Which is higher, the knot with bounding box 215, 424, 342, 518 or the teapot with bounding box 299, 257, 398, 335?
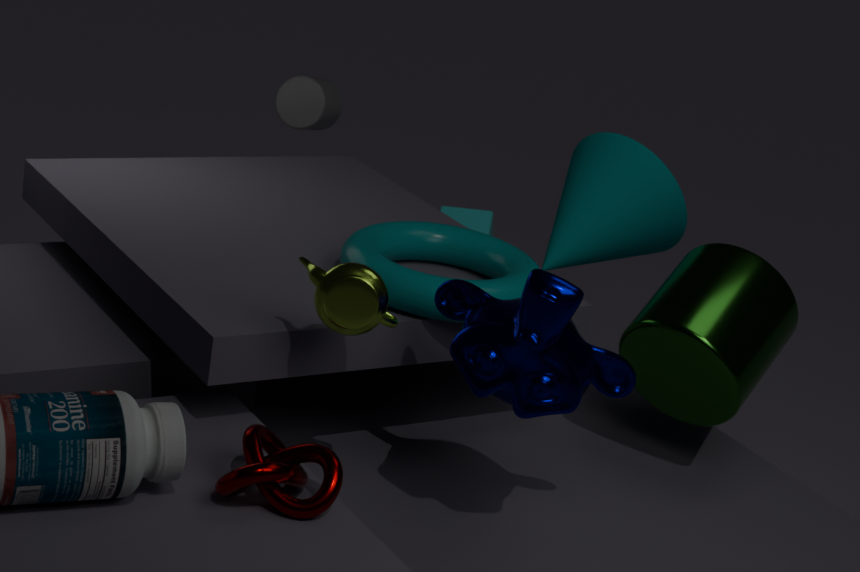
the teapot with bounding box 299, 257, 398, 335
